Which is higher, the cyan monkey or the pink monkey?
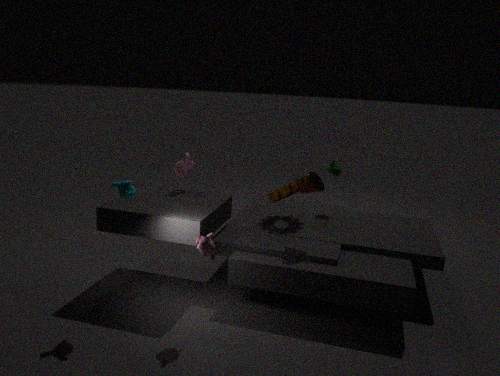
the cyan monkey
